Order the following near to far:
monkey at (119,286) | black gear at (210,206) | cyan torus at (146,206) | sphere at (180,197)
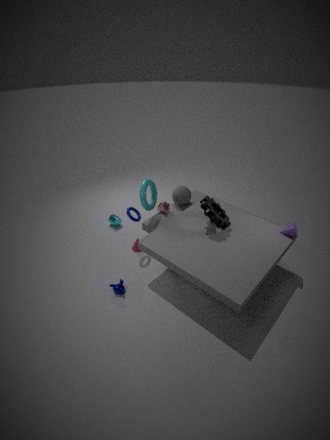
black gear at (210,206)
monkey at (119,286)
cyan torus at (146,206)
sphere at (180,197)
